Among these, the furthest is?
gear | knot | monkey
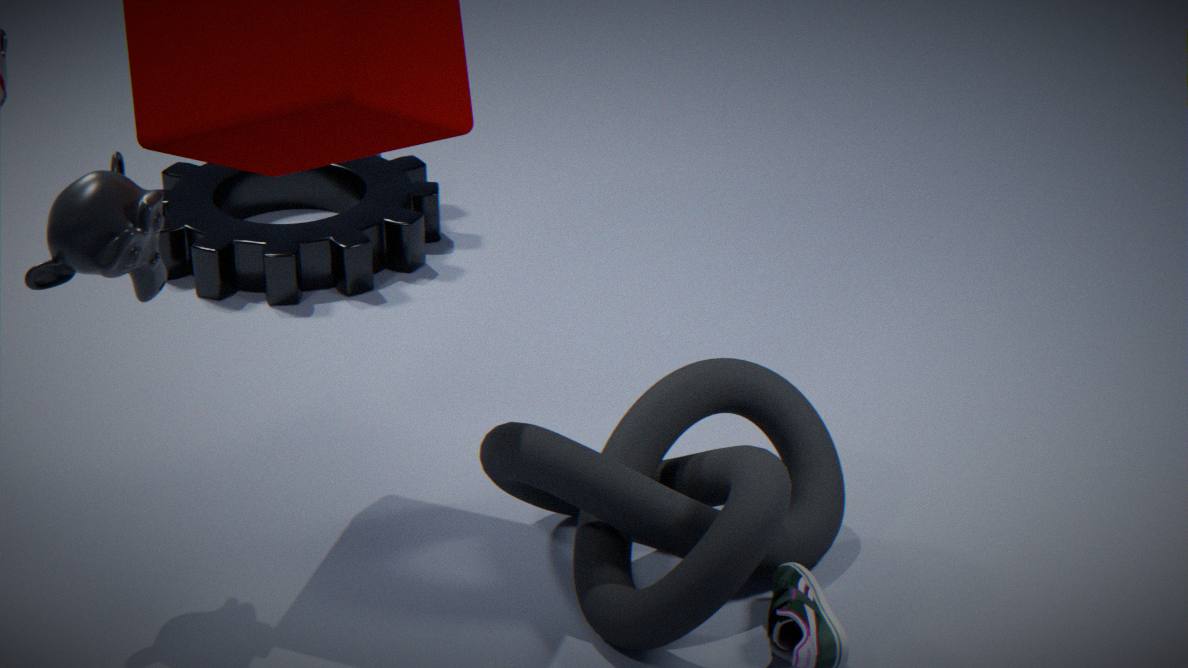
gear
